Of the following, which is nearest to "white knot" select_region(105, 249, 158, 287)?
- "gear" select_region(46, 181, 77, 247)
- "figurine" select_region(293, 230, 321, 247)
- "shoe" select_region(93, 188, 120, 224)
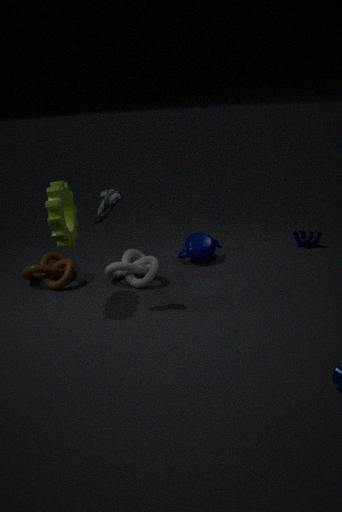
"gear" select_region(46, 181, 77, 247)
